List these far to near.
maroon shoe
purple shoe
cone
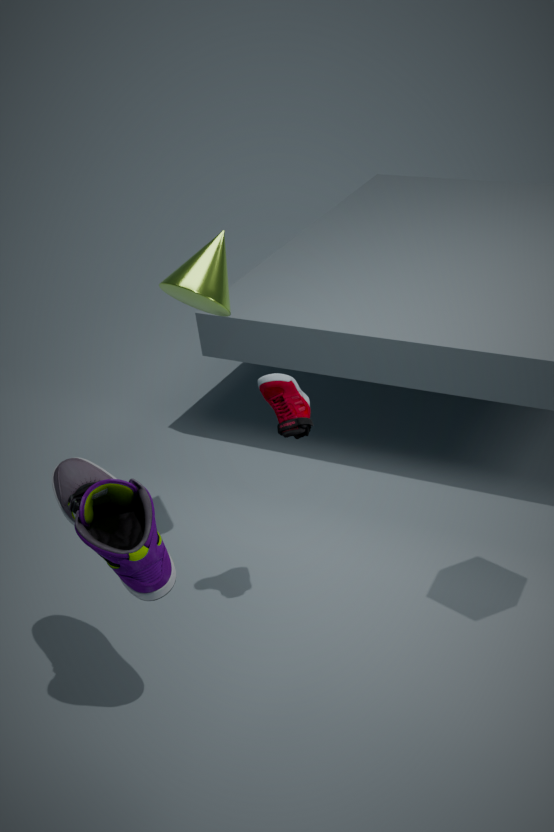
cone
maroon shoe
purple shoe
